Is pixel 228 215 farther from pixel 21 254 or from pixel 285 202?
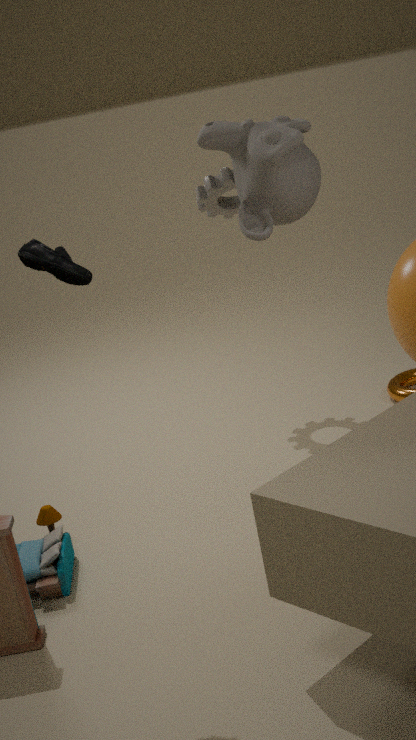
pixel 21 254
